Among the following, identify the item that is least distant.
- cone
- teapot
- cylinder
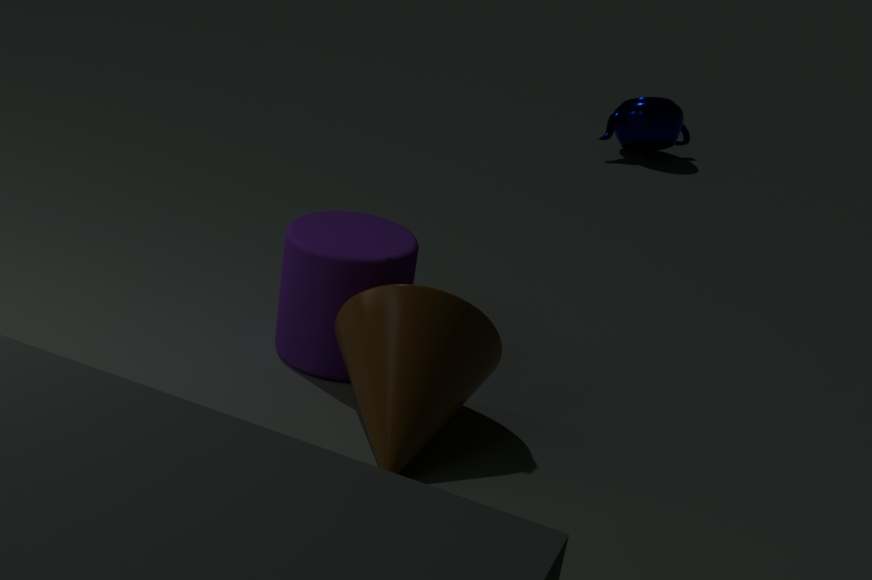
cone
